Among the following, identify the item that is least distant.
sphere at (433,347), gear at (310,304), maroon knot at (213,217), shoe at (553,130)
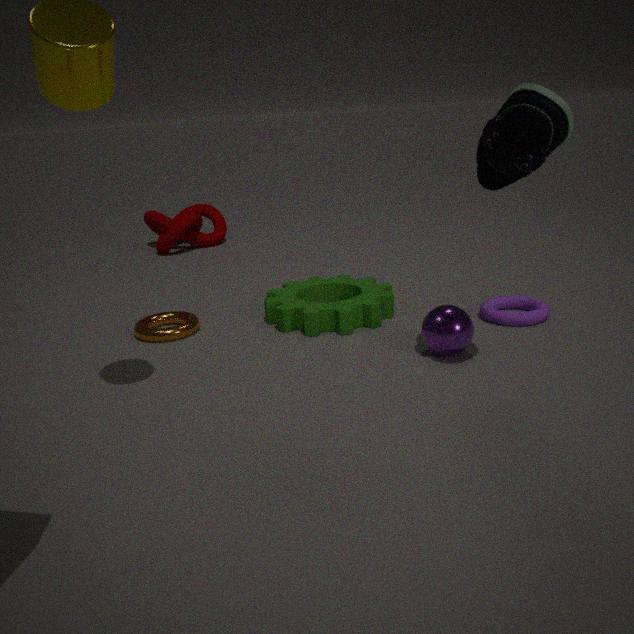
shoe at (553,130)
